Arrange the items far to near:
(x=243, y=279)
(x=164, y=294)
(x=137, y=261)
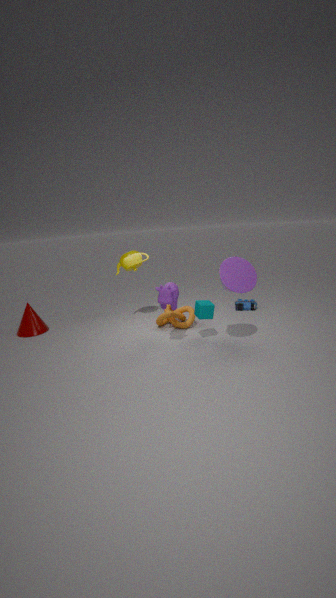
(x=137, y=261), (x=164, y=294), (x=243, y=279)
